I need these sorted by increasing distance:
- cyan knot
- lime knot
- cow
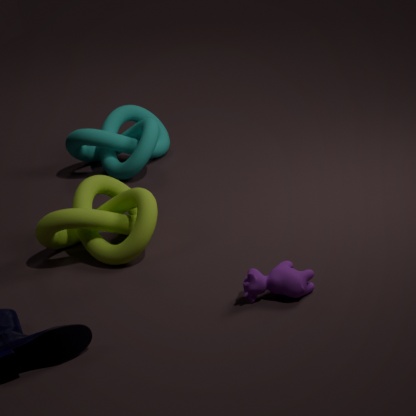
cow < lime knot < cyan knot
